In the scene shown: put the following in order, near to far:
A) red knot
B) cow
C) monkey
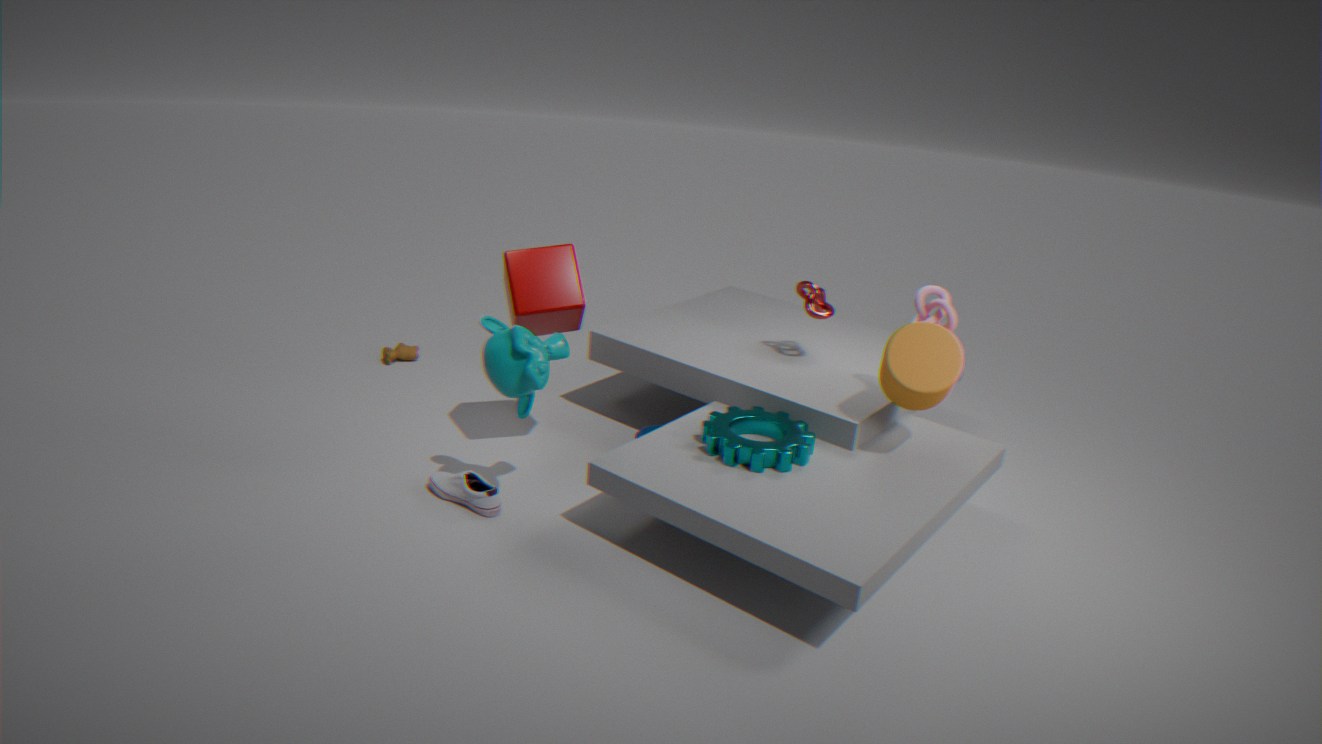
monkey → red knot → cow
